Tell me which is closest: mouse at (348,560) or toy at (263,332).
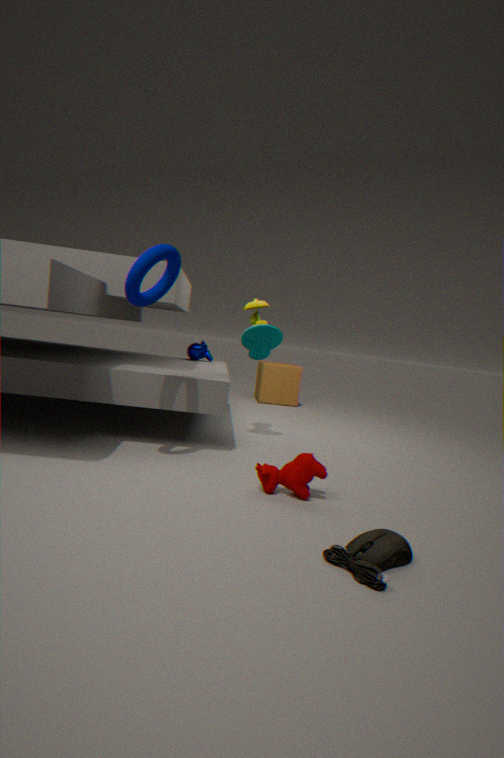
mouse at (348,560)
